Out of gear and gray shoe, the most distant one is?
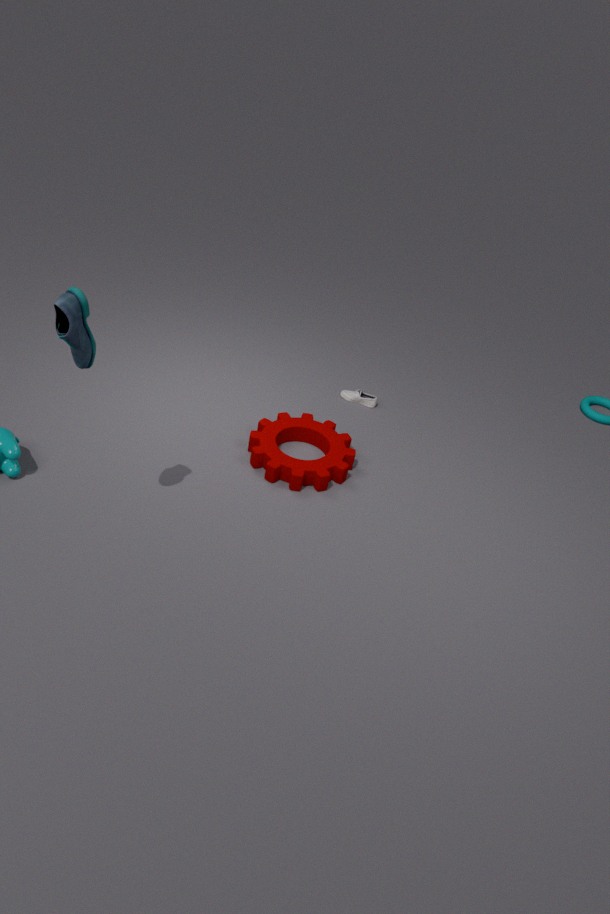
gray shoe
